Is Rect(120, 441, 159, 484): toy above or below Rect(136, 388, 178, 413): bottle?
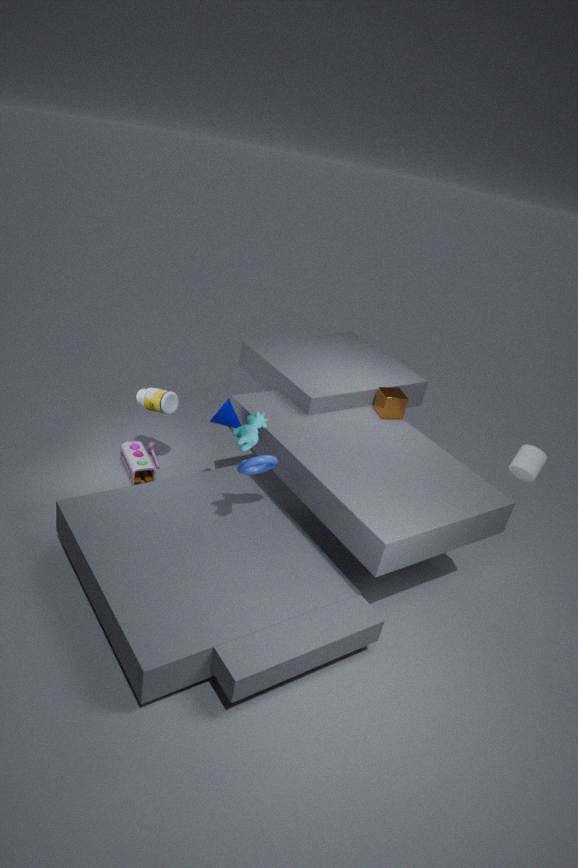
below
